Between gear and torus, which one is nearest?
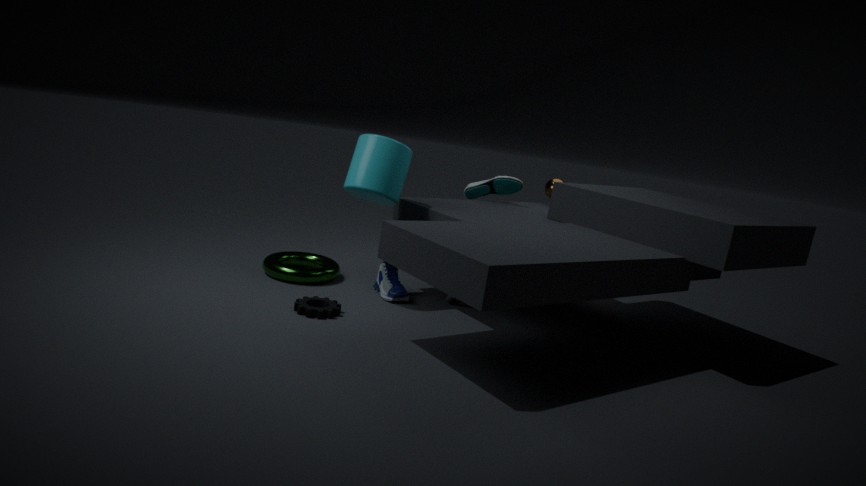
gear
